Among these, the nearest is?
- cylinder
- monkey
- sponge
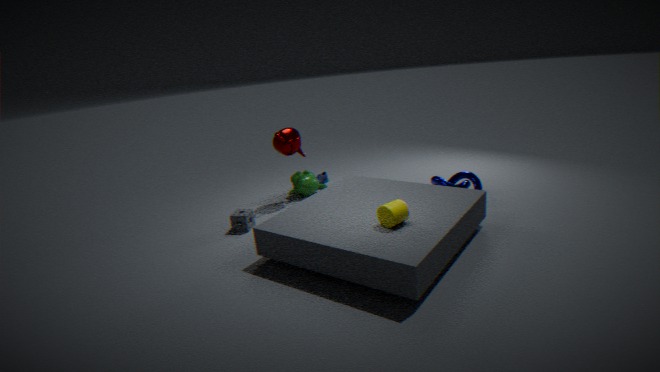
cylinder
